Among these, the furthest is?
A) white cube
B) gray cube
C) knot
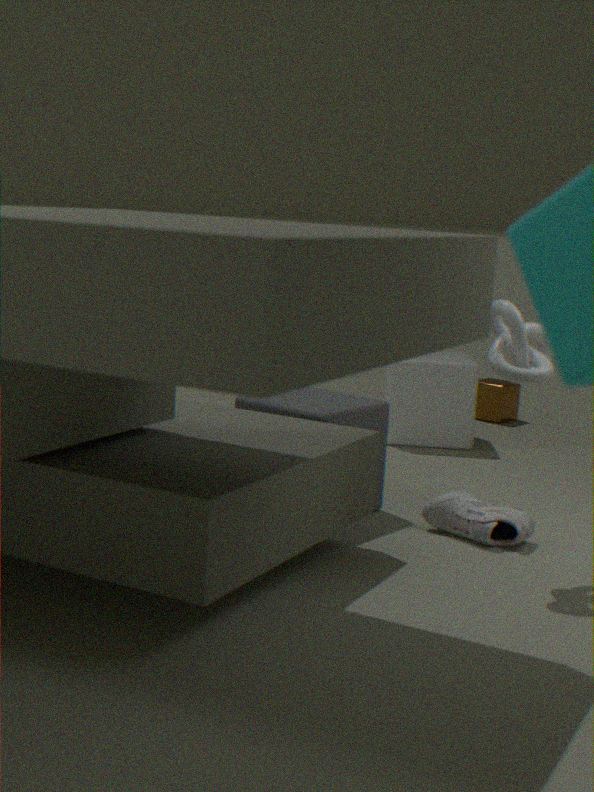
white cube
